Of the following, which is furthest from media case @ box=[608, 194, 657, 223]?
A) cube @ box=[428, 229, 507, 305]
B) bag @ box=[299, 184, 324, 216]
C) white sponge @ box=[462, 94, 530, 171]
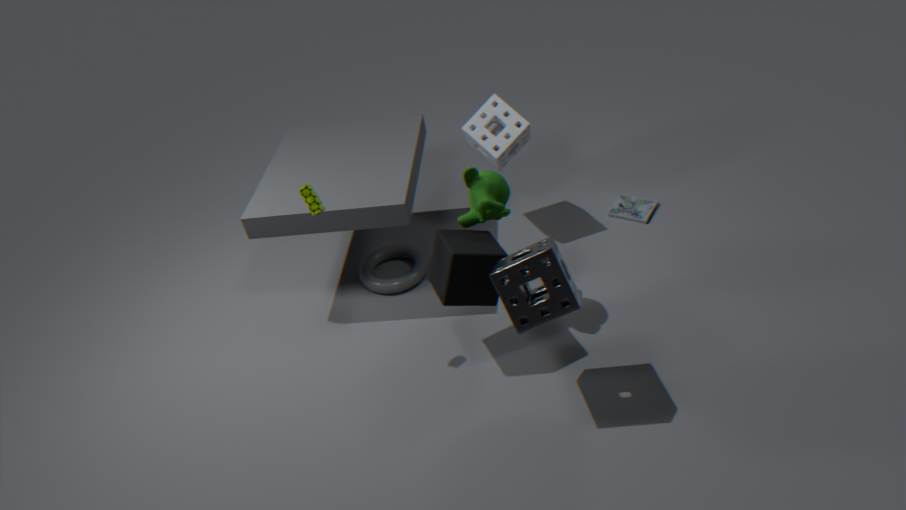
bag @ box=[299, 184, 324, 216]
